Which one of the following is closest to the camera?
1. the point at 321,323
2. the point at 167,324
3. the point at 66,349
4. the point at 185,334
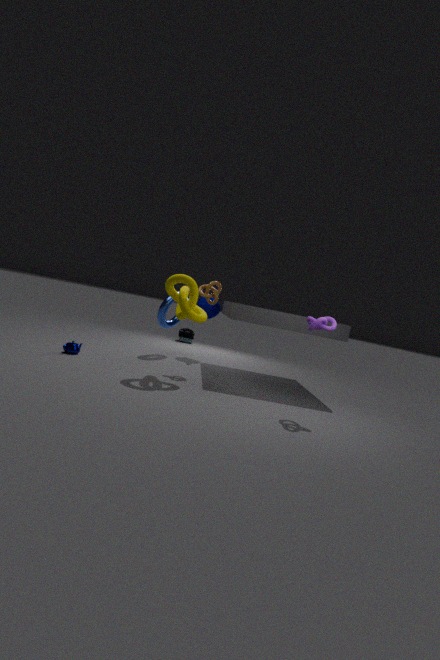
the point at 321,323
